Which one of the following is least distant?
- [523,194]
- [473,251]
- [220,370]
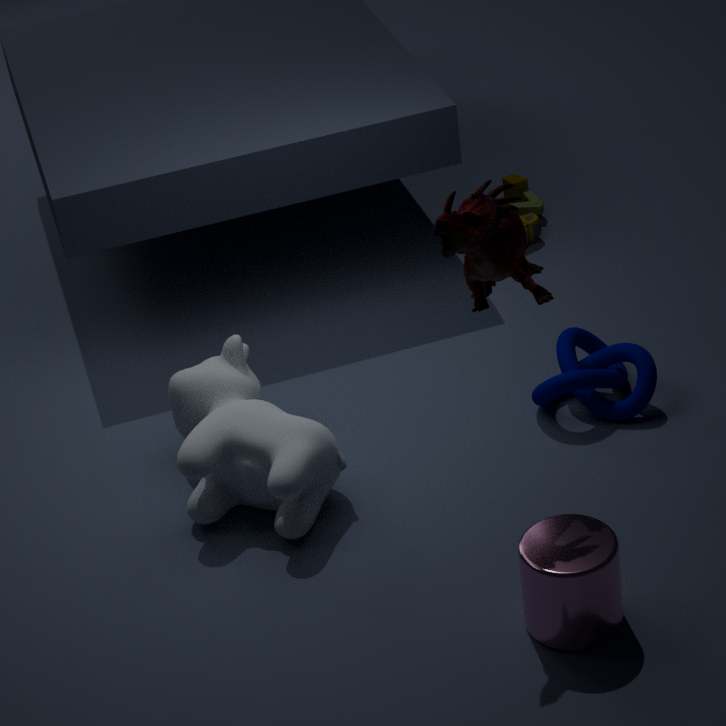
[473,251]
